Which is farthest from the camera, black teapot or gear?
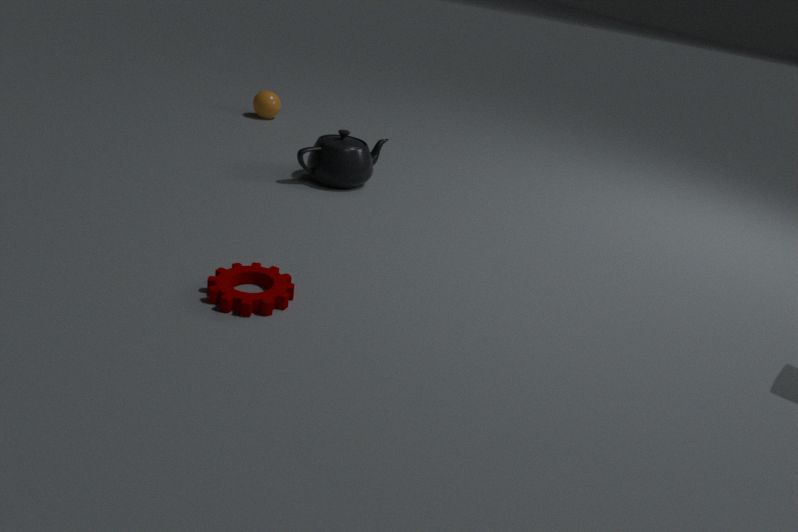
black teapot
